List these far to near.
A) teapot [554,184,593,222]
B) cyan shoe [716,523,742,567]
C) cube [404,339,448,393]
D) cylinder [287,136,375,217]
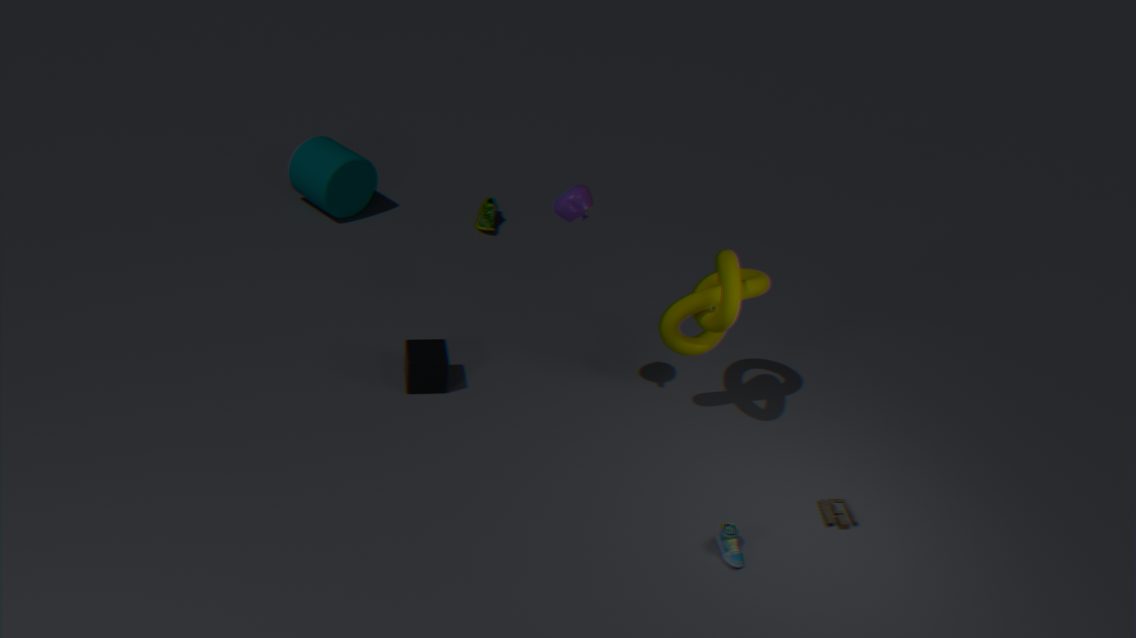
cylinder [287,136,375,217] < cube [404,339,448,393] < teapot [554,184,593,222] < cyan shoe [716,523,742,567]
